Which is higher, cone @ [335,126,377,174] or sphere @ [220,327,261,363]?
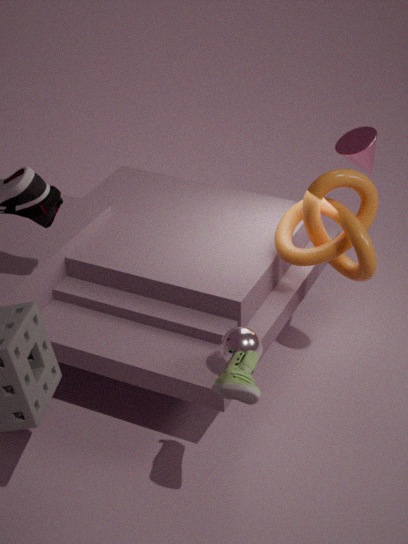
cone @ [335,126,377,174]
